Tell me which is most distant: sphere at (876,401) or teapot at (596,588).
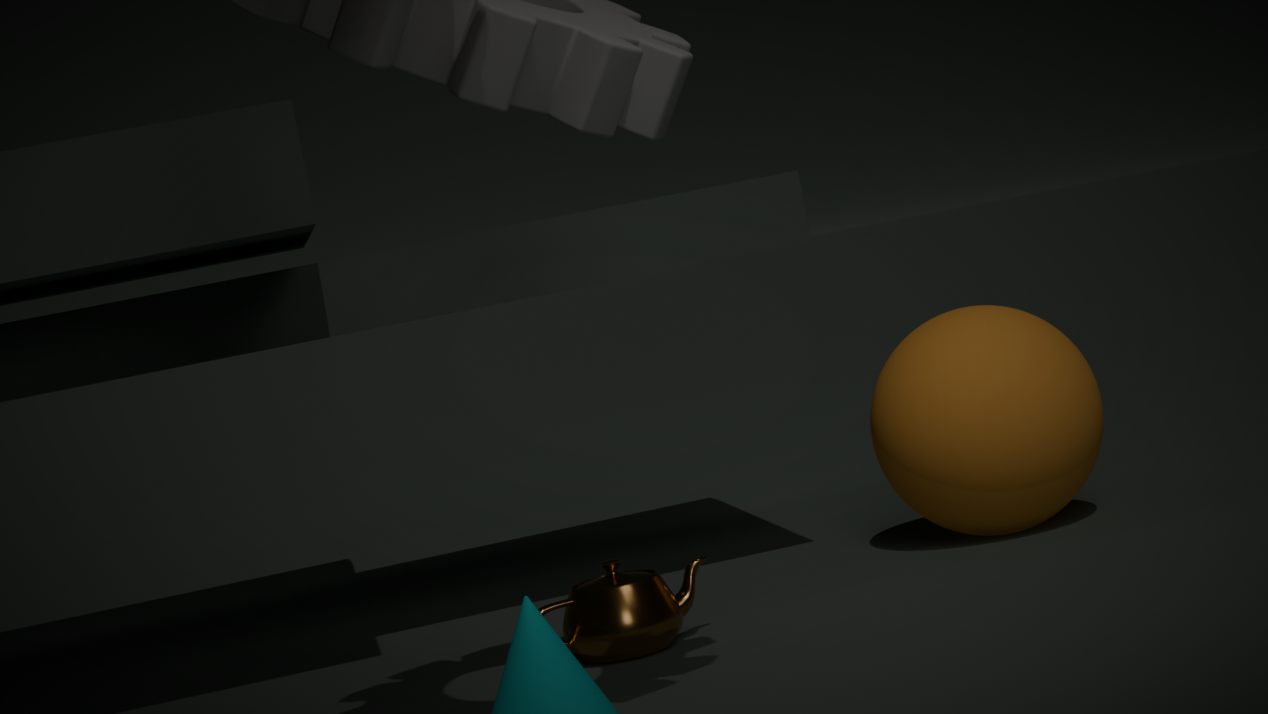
sphere at (876,401)
